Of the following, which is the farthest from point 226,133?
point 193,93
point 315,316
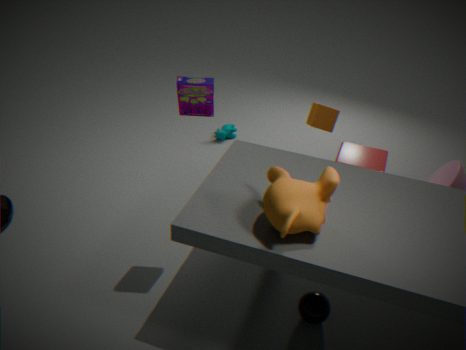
point 315,316
